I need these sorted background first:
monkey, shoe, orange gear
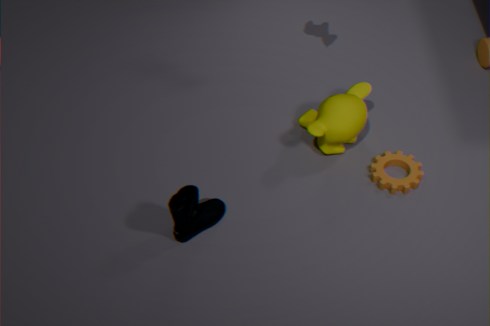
monkey → orange gear → shoe
